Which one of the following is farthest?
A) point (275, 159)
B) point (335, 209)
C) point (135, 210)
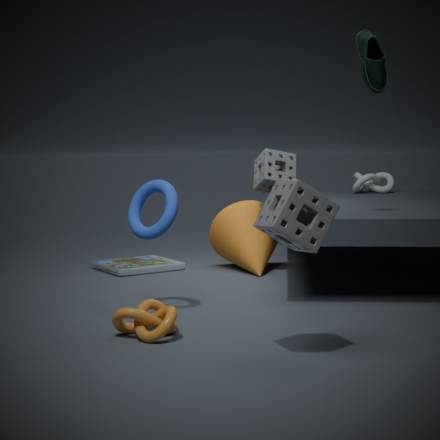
point (275, 159)
